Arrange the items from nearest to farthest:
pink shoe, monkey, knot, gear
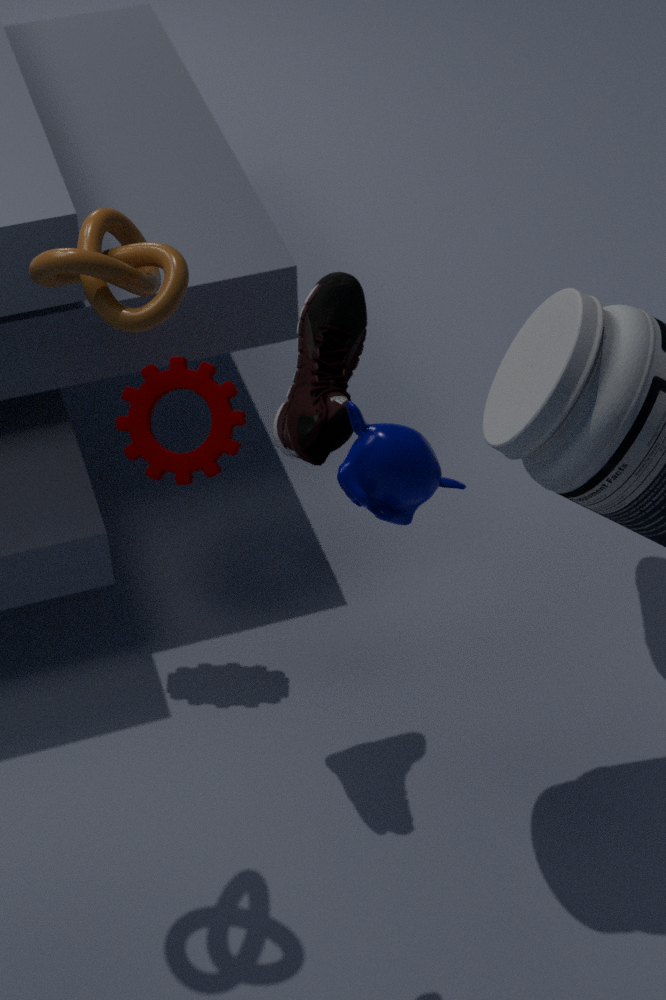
1. monkey
2. knot
3. pink shoe
4. gear
